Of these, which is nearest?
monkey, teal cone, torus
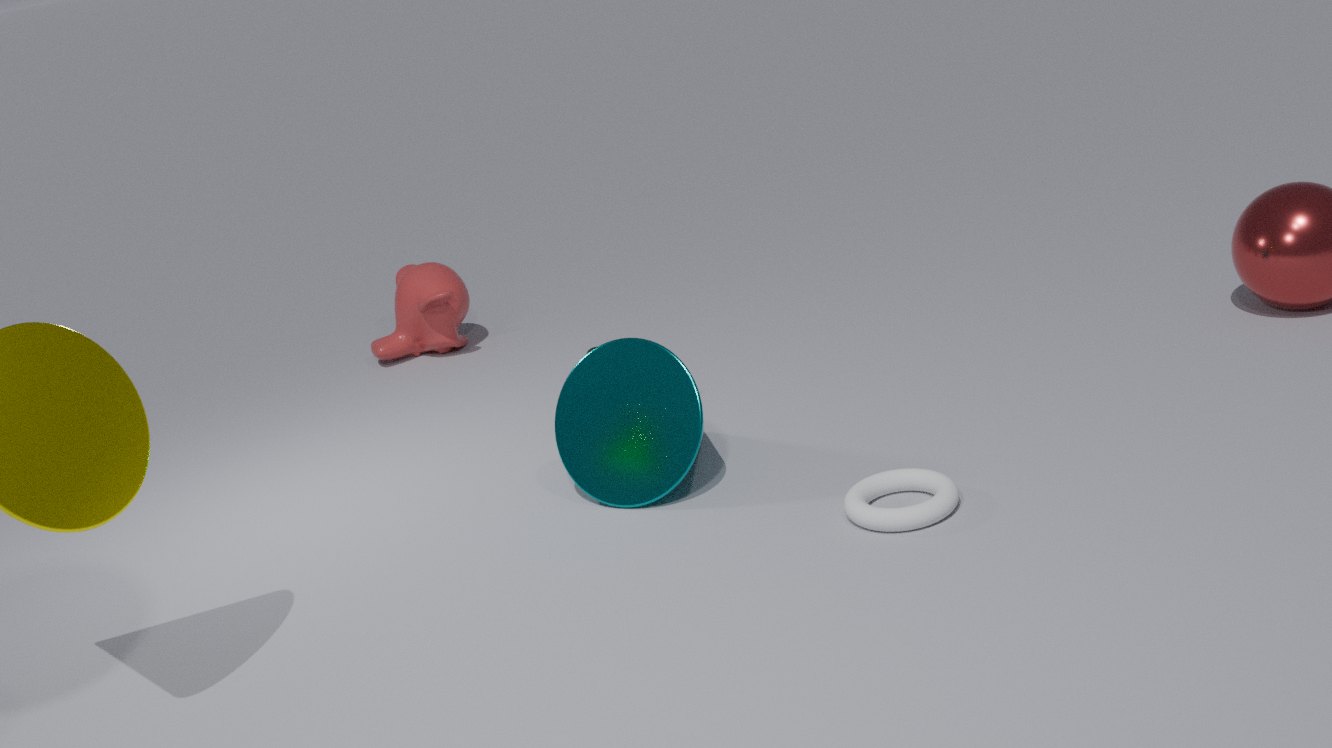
torus
